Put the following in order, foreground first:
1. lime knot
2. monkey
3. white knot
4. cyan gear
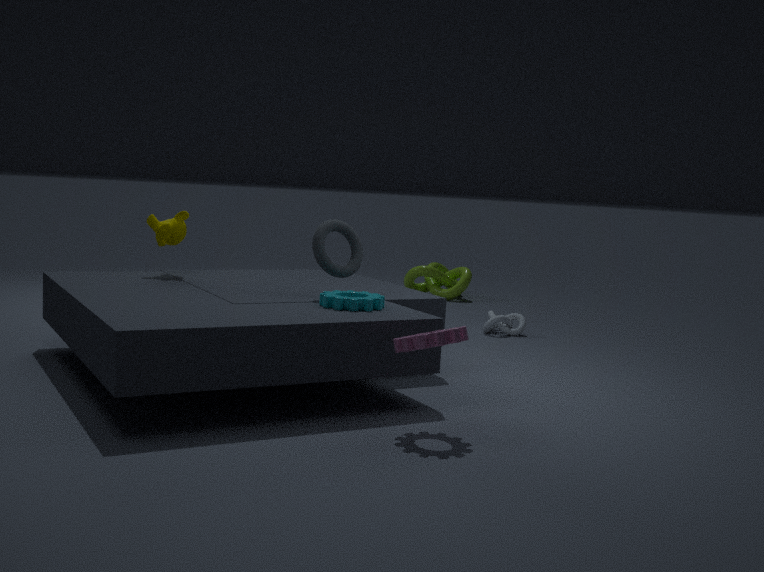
cyan gear, monkey, white knot, lime knot
